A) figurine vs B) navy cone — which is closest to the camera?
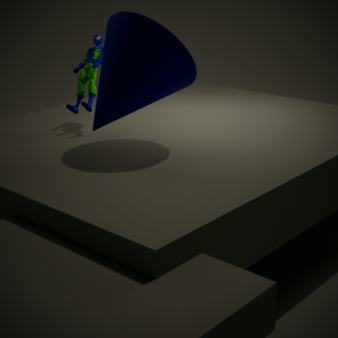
B. navy cone
